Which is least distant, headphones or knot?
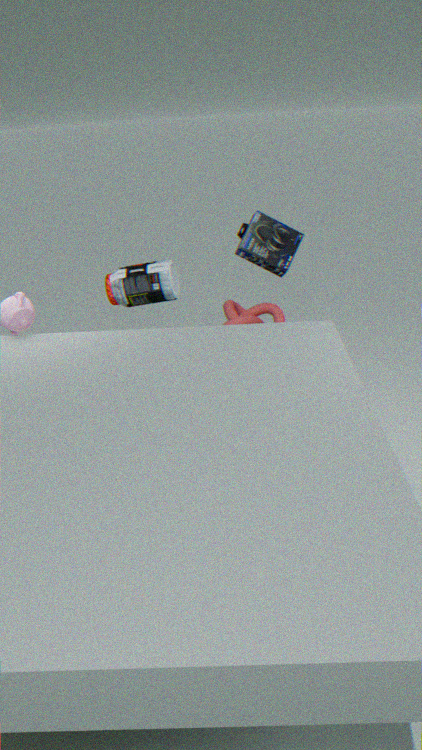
headphones
